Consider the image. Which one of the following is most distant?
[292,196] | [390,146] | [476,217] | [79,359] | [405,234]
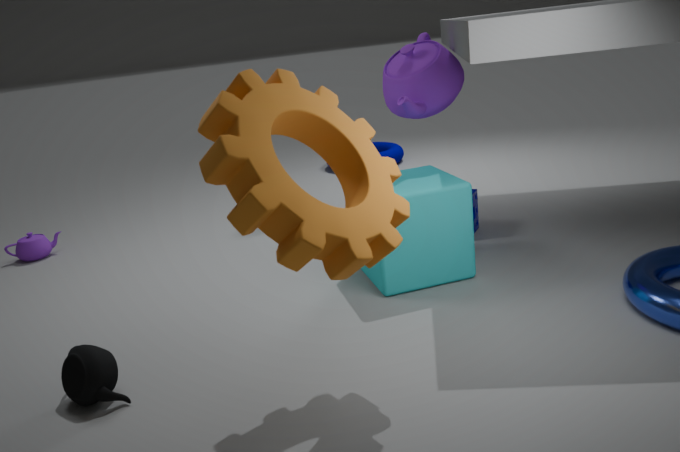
[390,146]
